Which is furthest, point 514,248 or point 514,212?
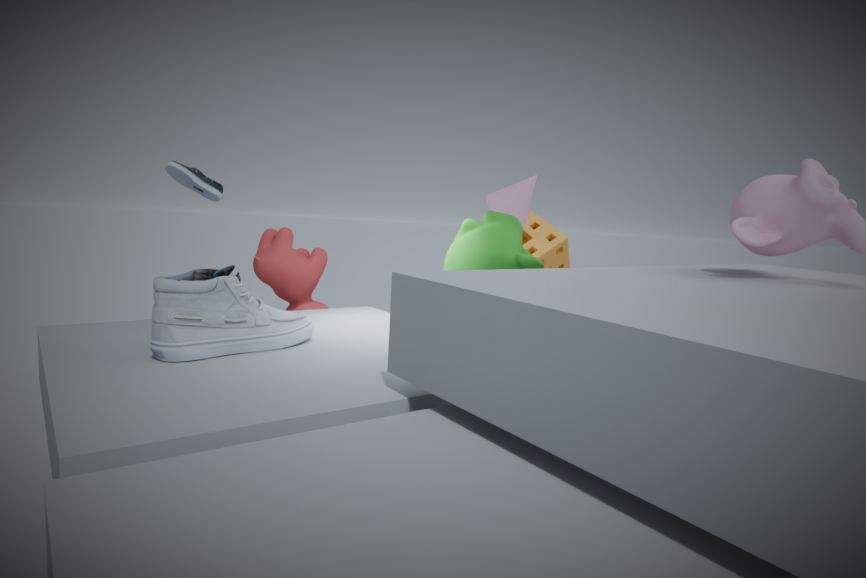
point 514,212
